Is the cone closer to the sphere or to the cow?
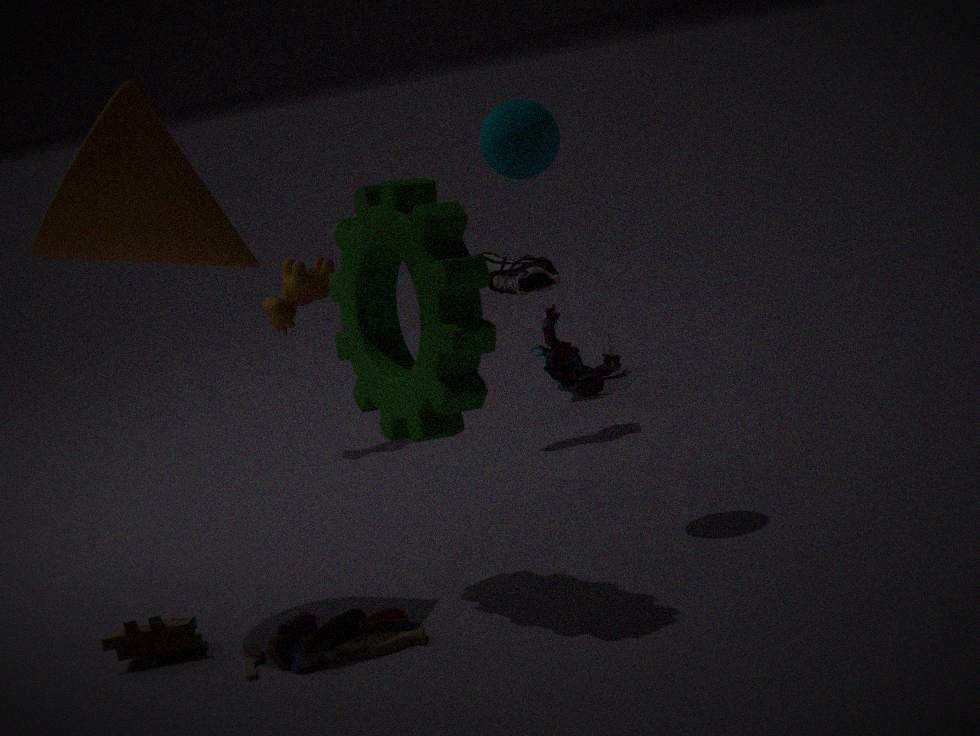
the sphere
